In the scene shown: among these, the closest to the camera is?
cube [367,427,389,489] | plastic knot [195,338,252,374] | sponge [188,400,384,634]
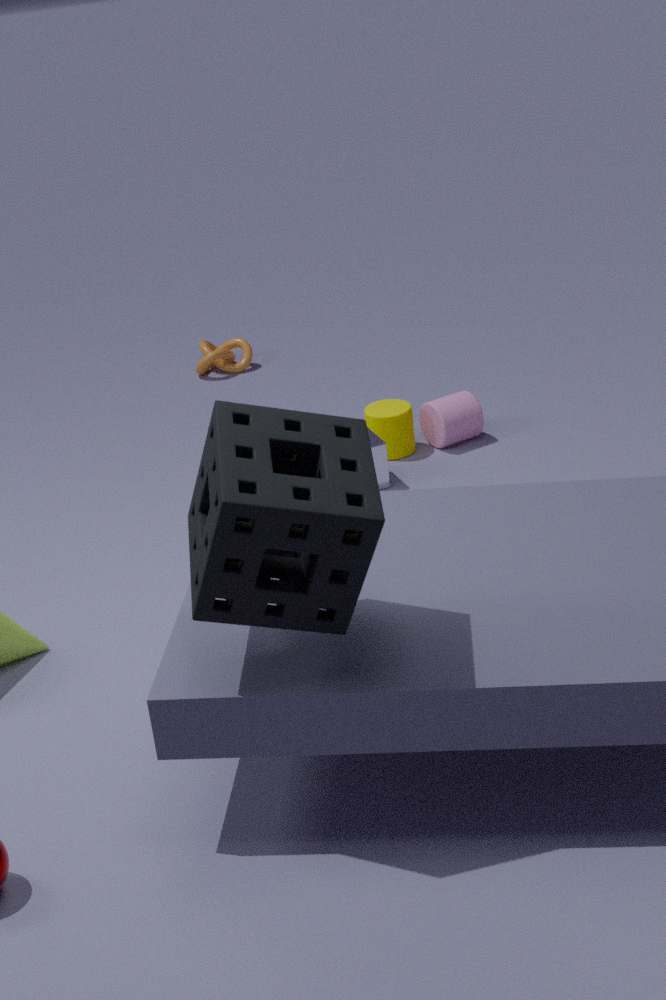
sponge [188,400,384,634]
